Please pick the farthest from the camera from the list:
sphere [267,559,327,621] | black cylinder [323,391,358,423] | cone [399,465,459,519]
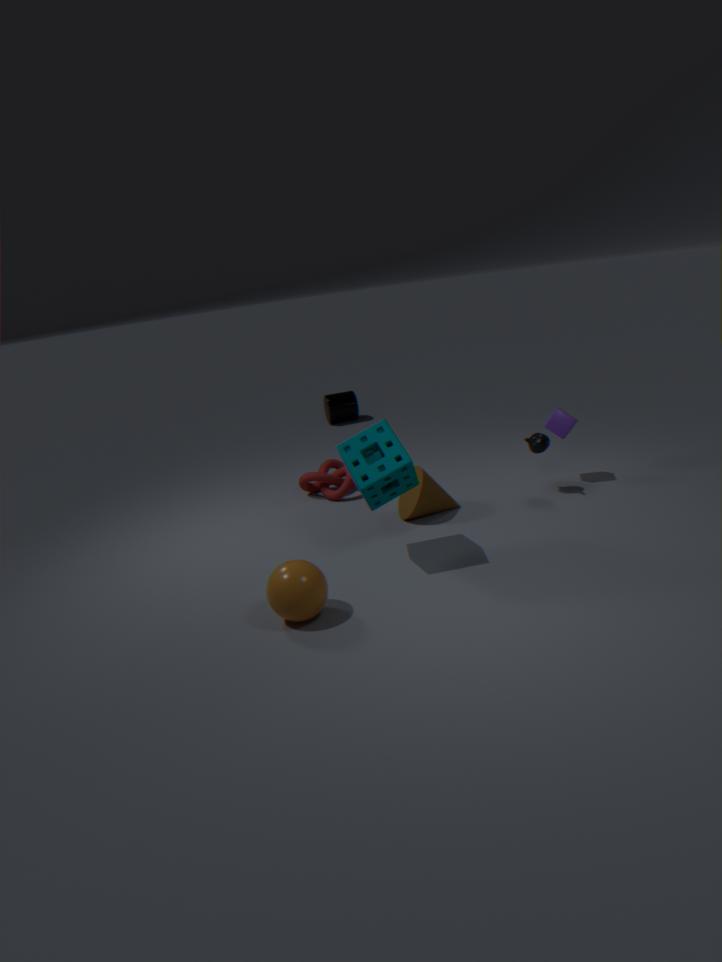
black cylinder [323,391,358,423]
